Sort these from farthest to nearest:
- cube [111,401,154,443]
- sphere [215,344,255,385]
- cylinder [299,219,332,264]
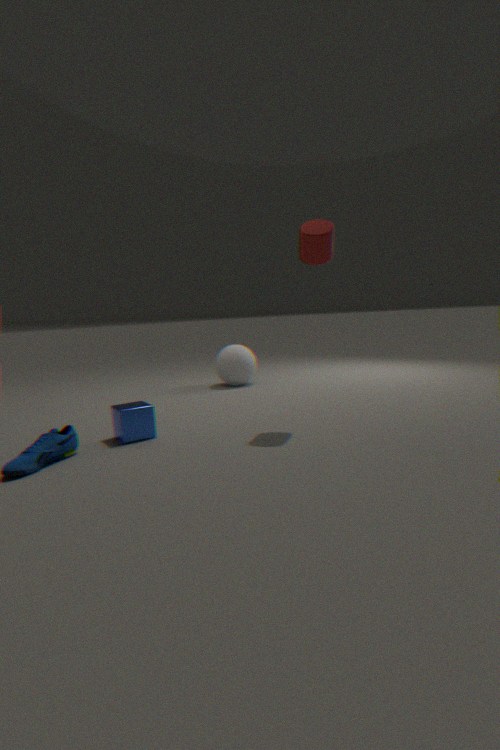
sphere [215,344,255,385] → cube [111,401,154,443] → cylinder [299,219,332,264]
